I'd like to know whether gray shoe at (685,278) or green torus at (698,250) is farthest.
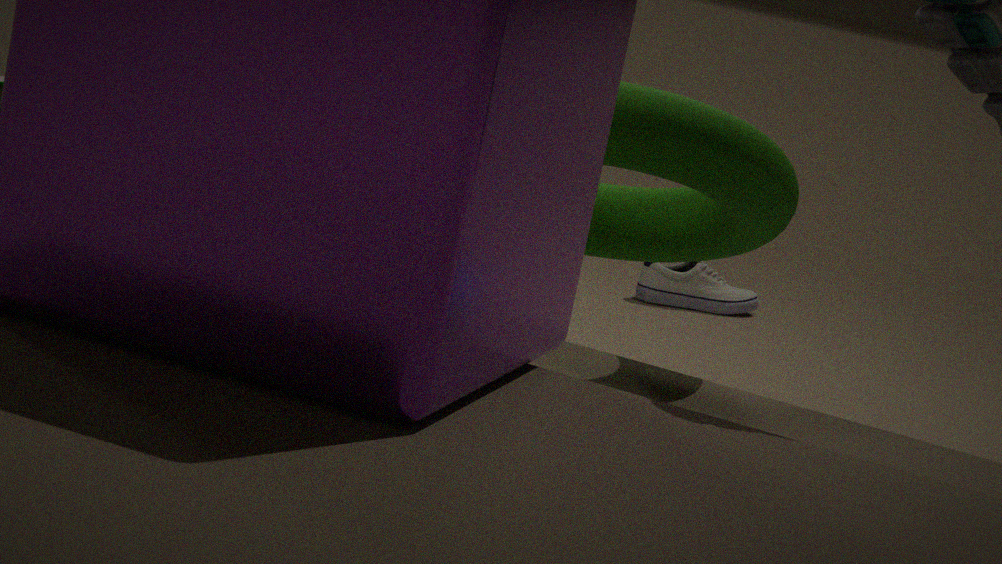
gray shoe at (685,278)
